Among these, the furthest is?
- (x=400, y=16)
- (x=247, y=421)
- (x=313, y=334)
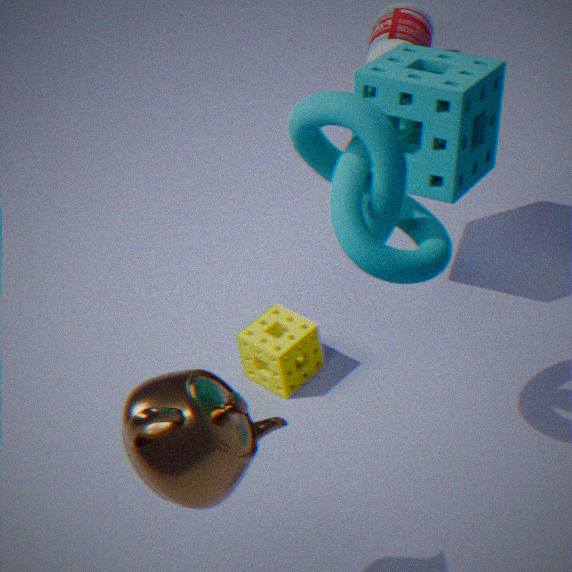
(x=400, y=16)
